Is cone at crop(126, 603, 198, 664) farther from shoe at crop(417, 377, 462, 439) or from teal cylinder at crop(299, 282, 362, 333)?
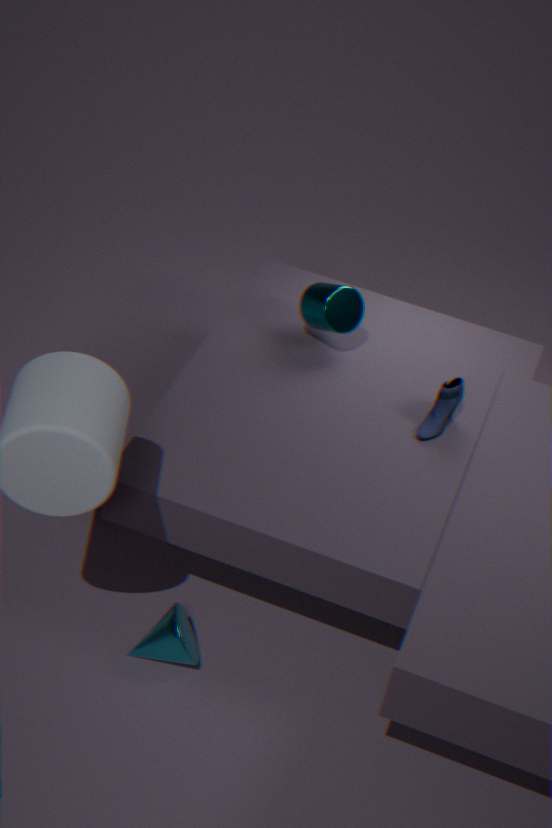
teal cylinder at crop(299, 282, 362, 333)
